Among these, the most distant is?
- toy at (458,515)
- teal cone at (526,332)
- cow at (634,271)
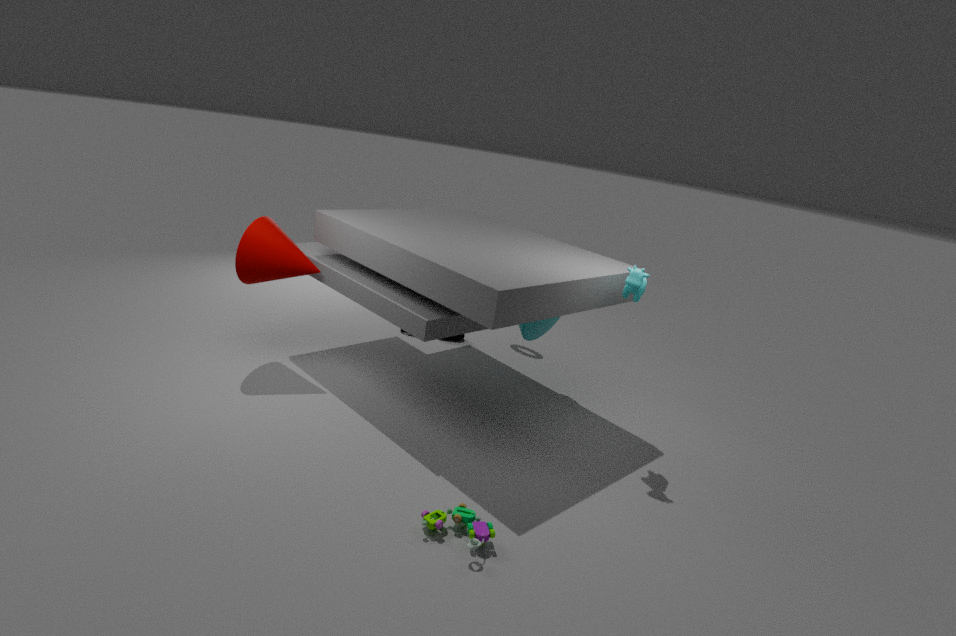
teal cone at (526,332)
